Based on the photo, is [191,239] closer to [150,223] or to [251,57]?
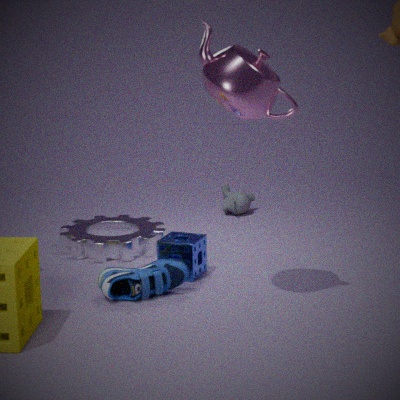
[150,223]
